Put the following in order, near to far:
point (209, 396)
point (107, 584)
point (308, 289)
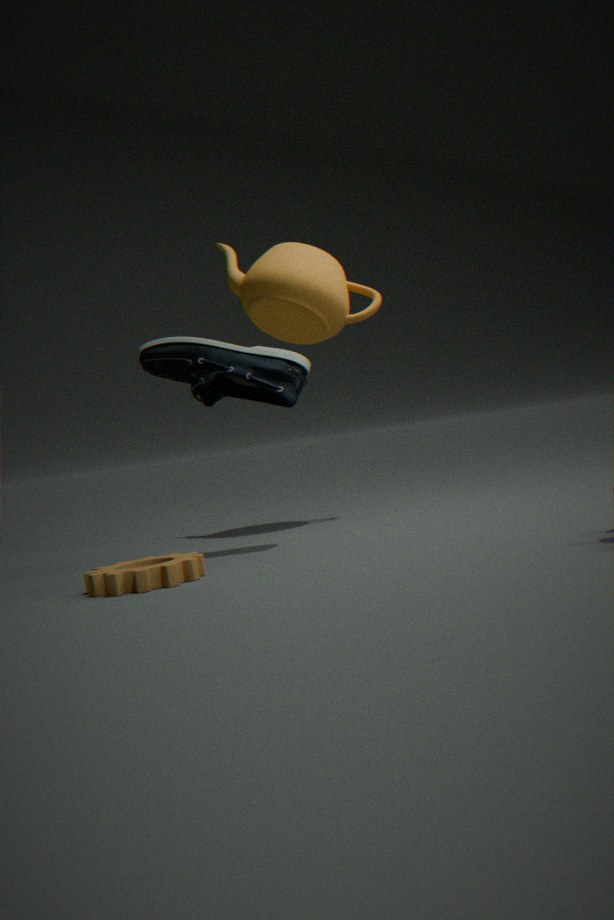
point (107, 584), point (209, 396), point (308, 289)
